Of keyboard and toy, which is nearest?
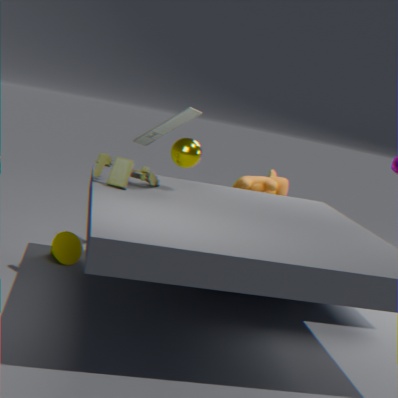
toy
